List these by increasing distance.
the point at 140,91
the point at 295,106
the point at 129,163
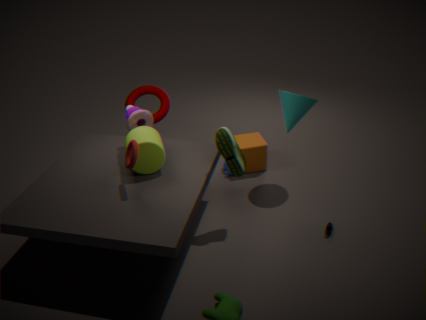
the point at 129,163
the point at 295,106
the point at 140,91
